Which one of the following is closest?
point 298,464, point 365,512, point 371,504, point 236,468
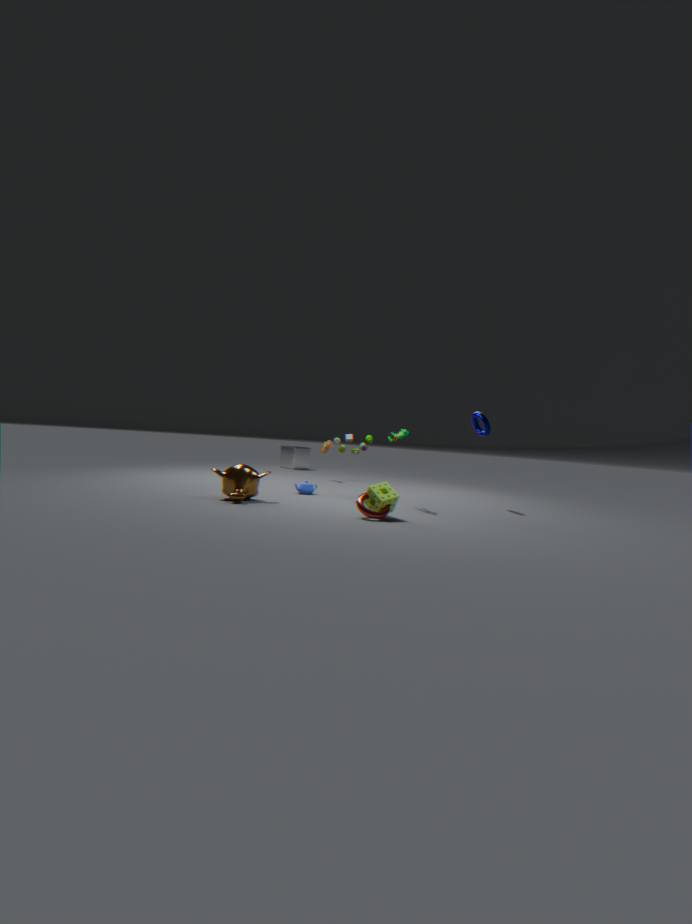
point 365,512
